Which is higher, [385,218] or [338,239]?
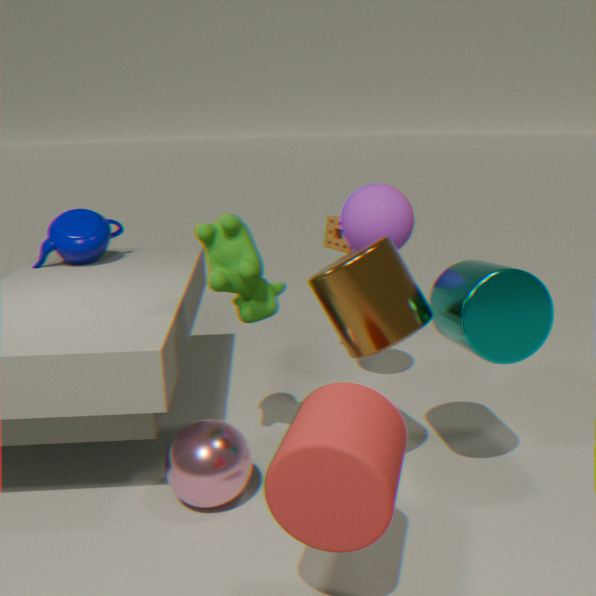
[385,218]
